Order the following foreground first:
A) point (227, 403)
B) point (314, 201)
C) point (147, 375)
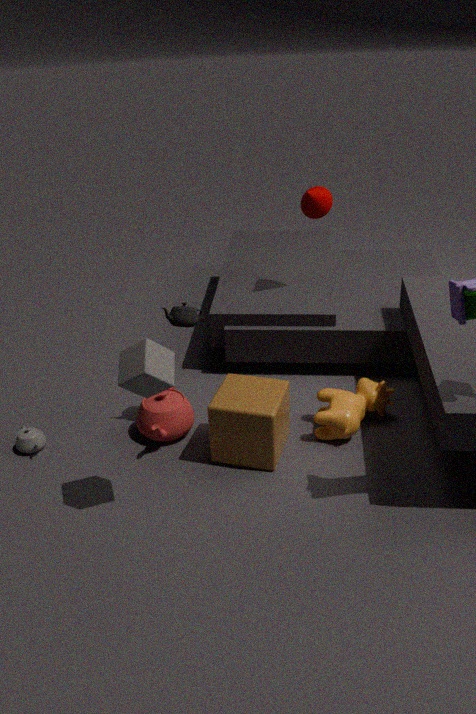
1. point (147, 375)
2. point (227, 403)
3. point (314, 201)
